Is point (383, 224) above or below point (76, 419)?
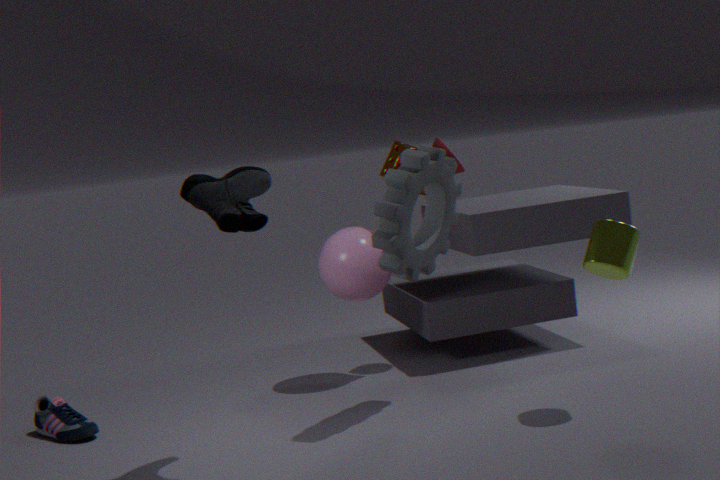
above
